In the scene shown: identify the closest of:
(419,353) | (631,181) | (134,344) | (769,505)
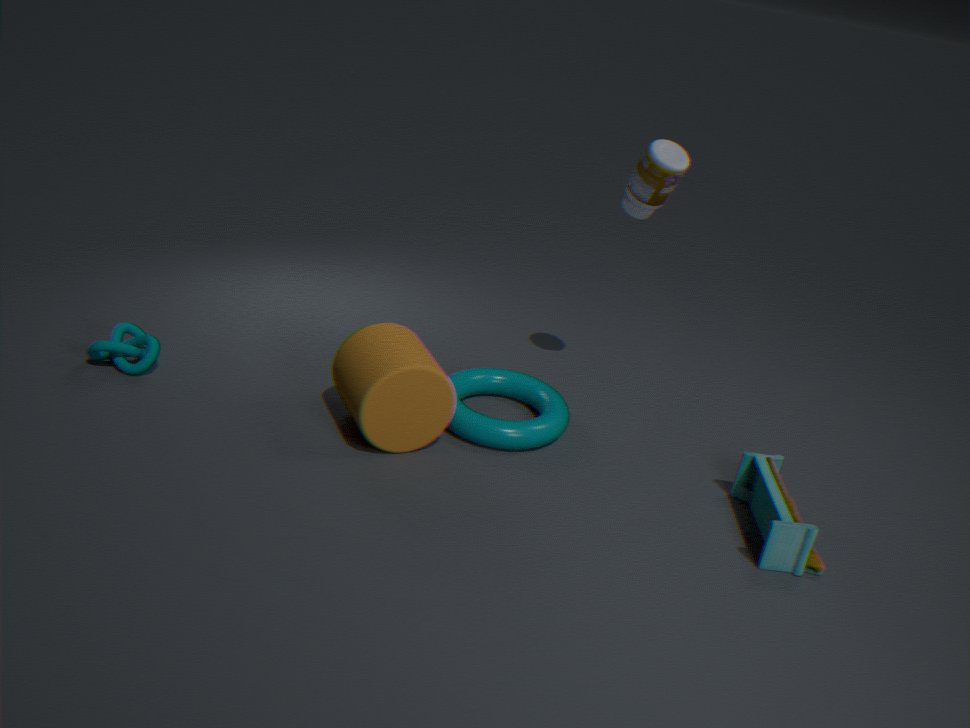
(769,505)
